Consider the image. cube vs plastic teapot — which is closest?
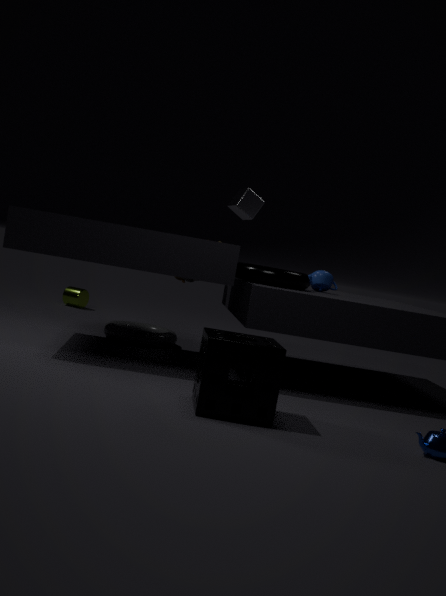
plastic teapot
